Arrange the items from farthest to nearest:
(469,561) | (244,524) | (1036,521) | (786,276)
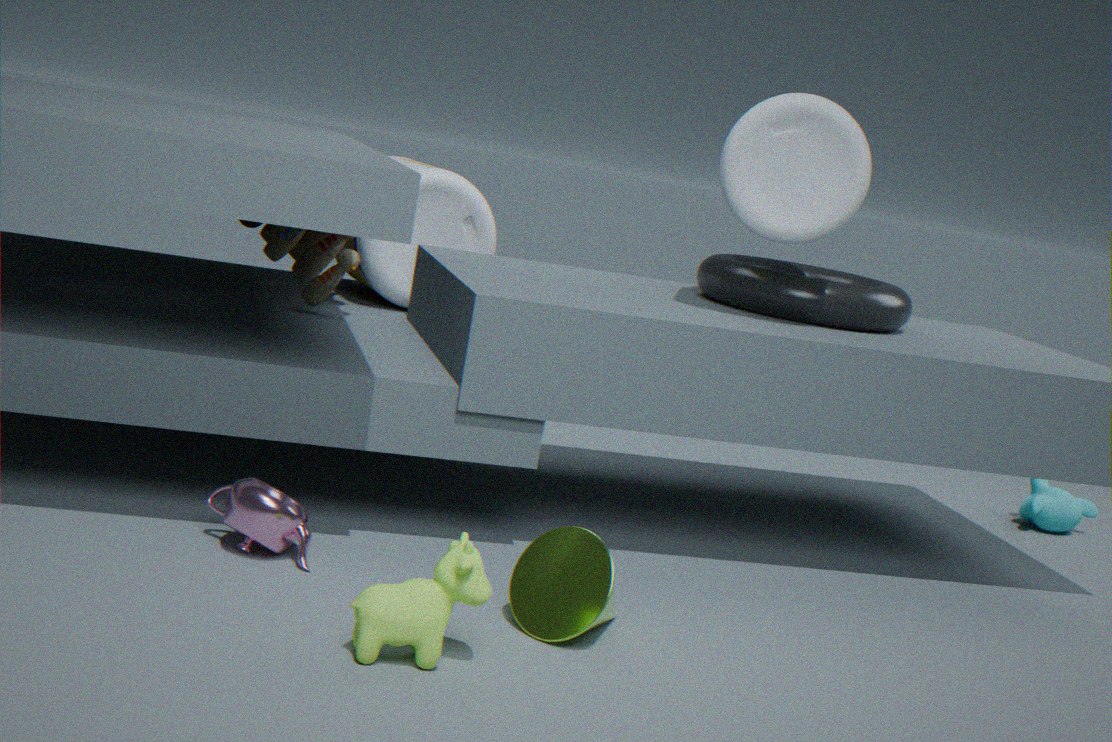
(1036,521) < (786,276) < (244,524) < (469,561)
